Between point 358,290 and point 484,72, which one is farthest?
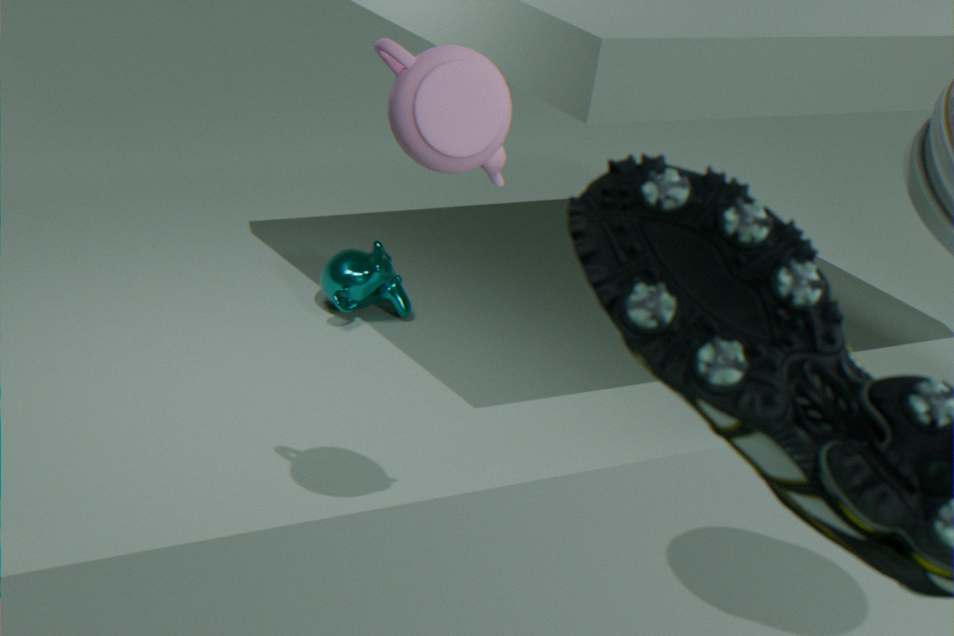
point 358,290
